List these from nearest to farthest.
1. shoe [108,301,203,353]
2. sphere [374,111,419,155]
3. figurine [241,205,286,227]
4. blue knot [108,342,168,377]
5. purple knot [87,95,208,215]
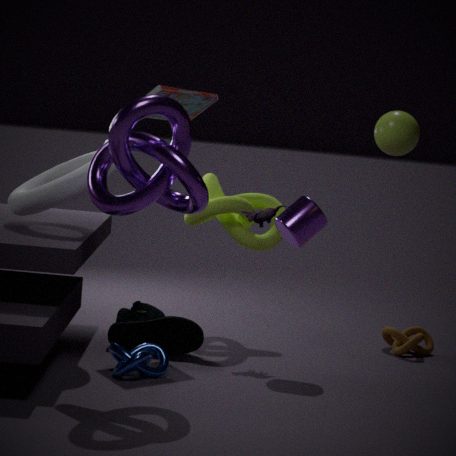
sphere [374,111,419,155] < purple knot [87,95,208,215] < blue knot [108,342,168,377] < shoe [108,301,203,353] < figurine [241,205,286,227]
